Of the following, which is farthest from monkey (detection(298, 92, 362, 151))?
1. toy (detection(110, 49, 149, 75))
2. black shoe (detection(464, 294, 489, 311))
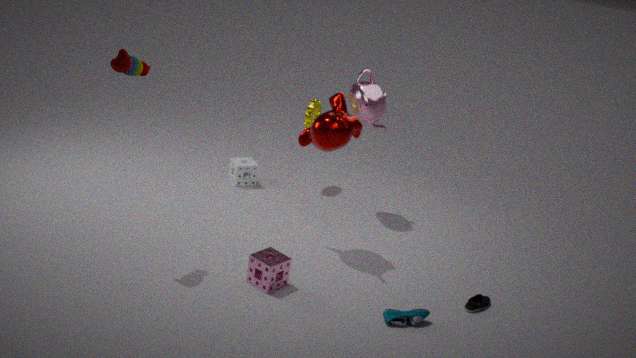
black shoe (detection(464, 294, 489, 311))
